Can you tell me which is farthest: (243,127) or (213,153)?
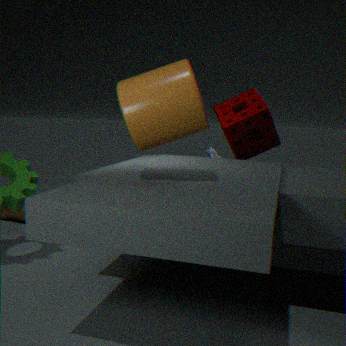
(213,153)
